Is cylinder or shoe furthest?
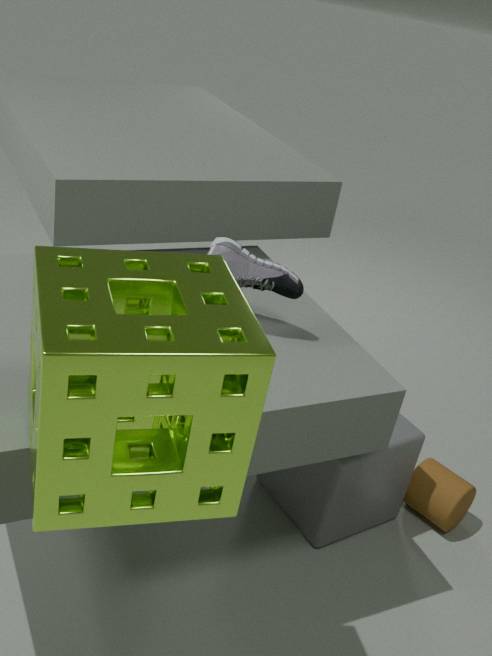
cylinder
